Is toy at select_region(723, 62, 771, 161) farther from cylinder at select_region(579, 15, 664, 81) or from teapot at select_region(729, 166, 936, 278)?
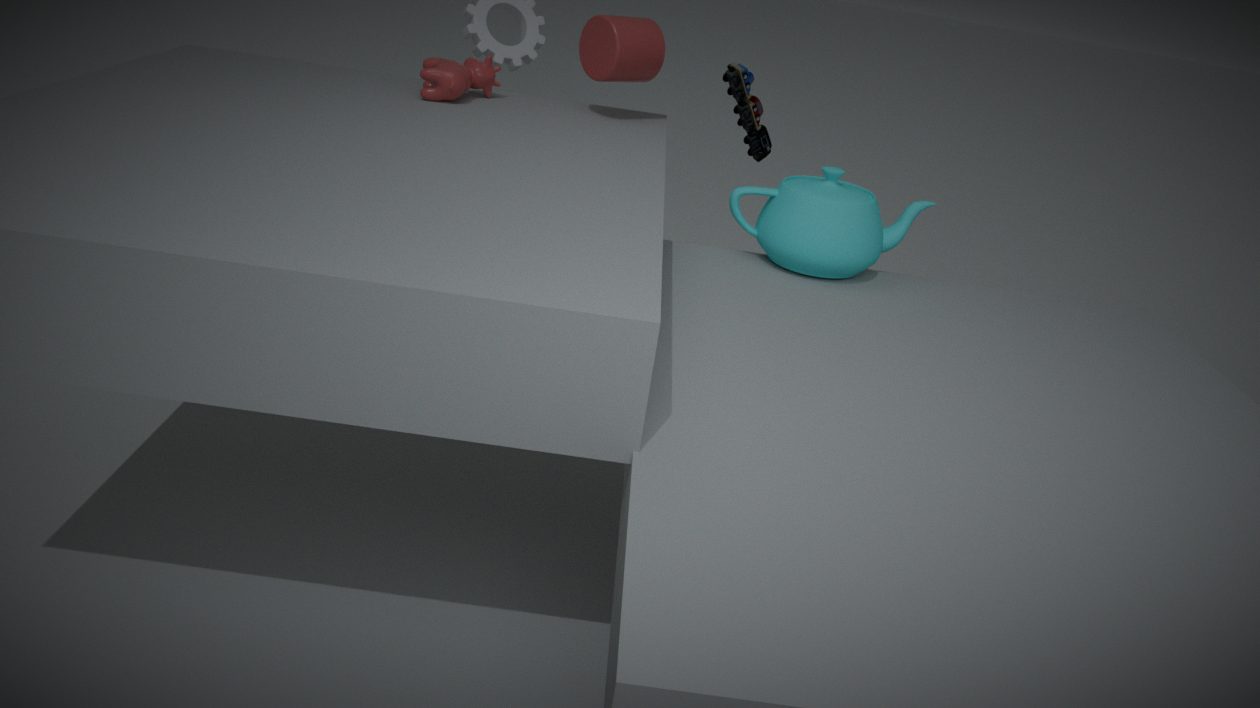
teapot at select_region(729, 166, 936, 278)
